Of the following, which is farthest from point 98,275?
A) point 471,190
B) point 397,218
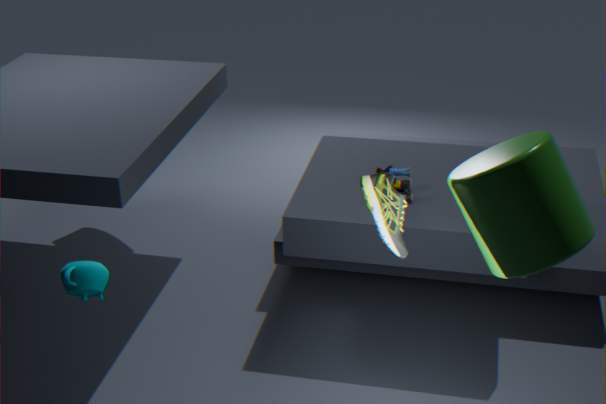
point 471,190
